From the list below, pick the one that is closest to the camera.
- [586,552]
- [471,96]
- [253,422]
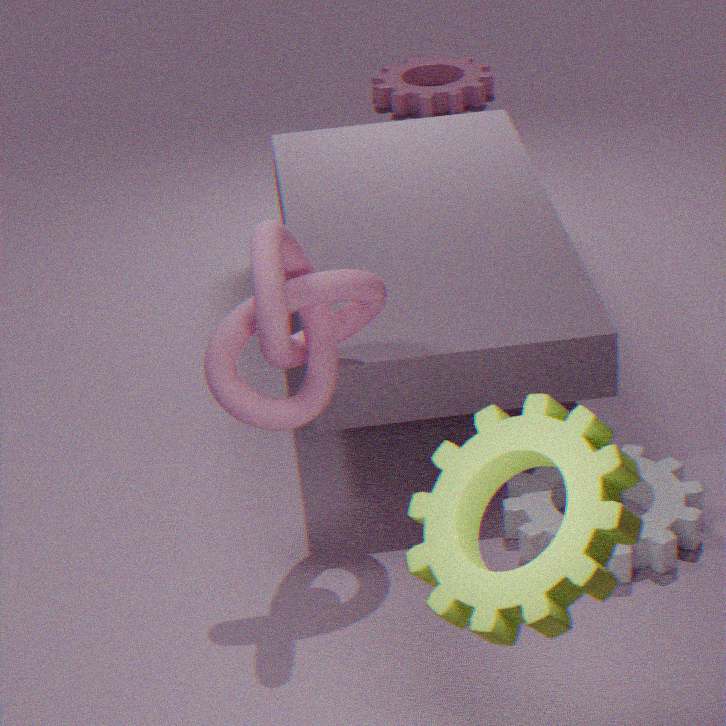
[586,552]
